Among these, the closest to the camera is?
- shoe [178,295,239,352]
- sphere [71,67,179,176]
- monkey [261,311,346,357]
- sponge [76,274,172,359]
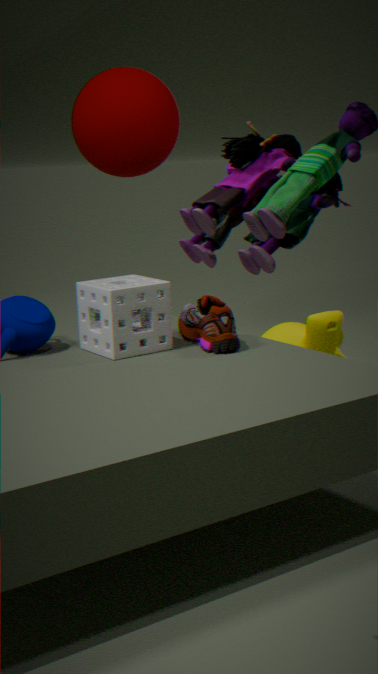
sponge [76,274,172,359]
